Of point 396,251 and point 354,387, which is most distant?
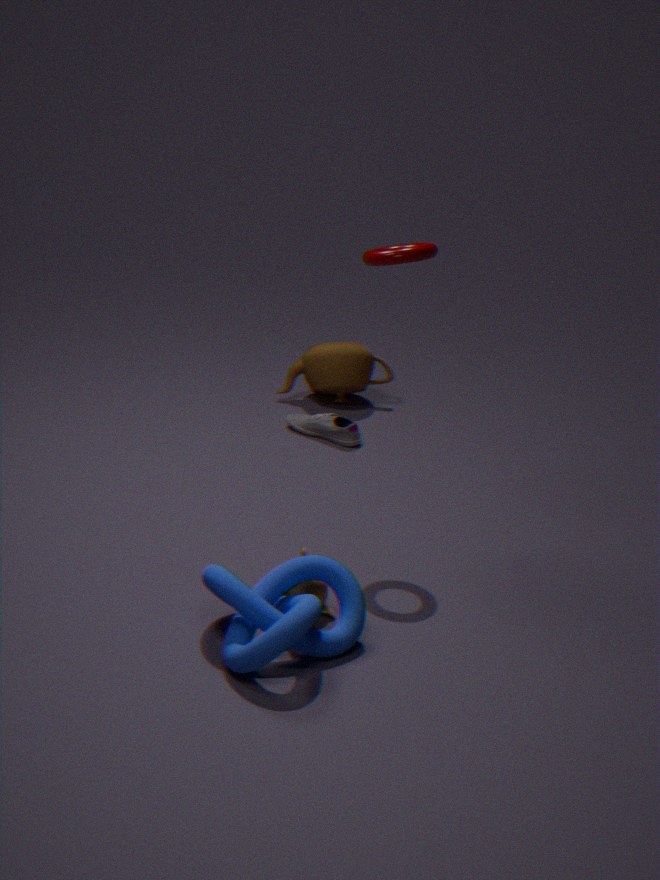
point 354,387
